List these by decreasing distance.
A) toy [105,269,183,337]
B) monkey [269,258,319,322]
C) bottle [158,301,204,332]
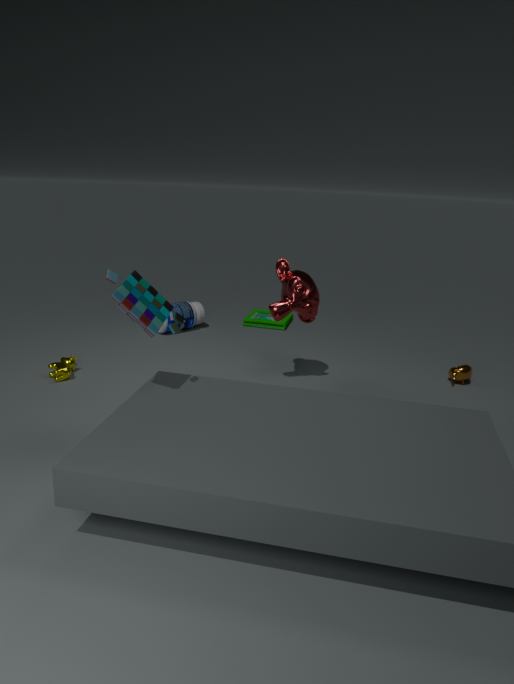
bottle [158,301,204,332] < monkey [269,258,319,322] < toy [105,269,183,337]
